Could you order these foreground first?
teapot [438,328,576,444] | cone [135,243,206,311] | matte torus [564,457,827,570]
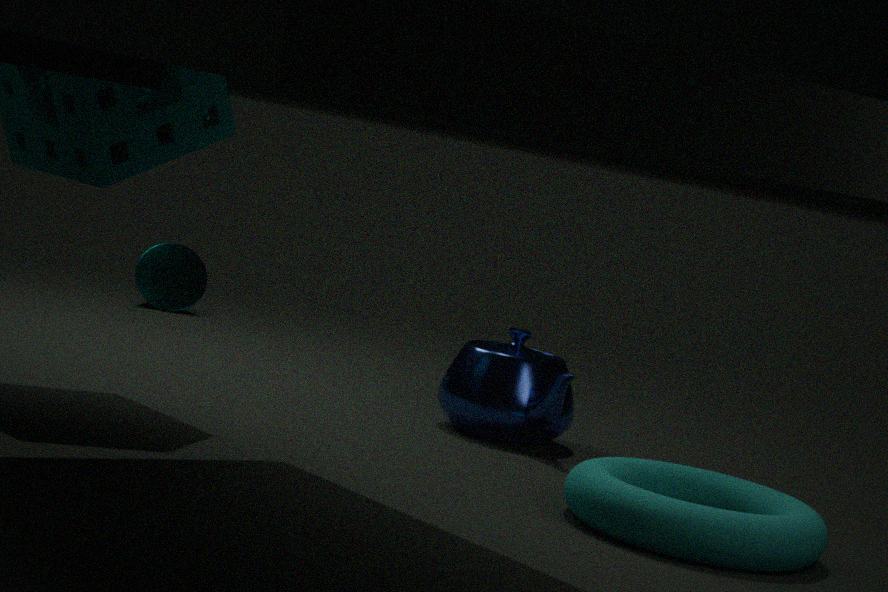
matte torus [564,457,827,570]
teapot [438,328,576,444]
cone [135,243,206,311]
